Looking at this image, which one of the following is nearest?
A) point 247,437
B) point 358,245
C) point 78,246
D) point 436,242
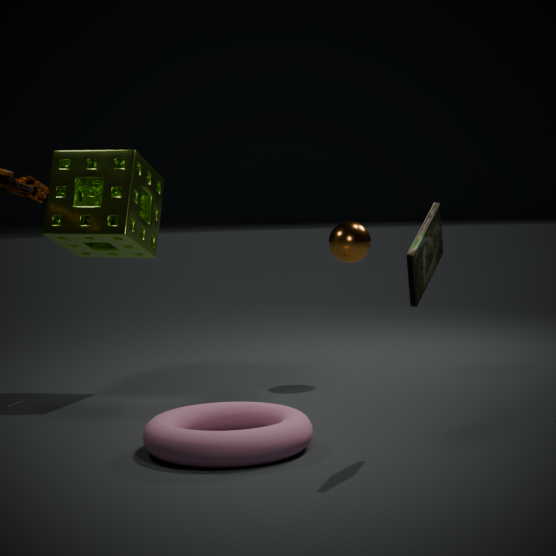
A. point 247,437
